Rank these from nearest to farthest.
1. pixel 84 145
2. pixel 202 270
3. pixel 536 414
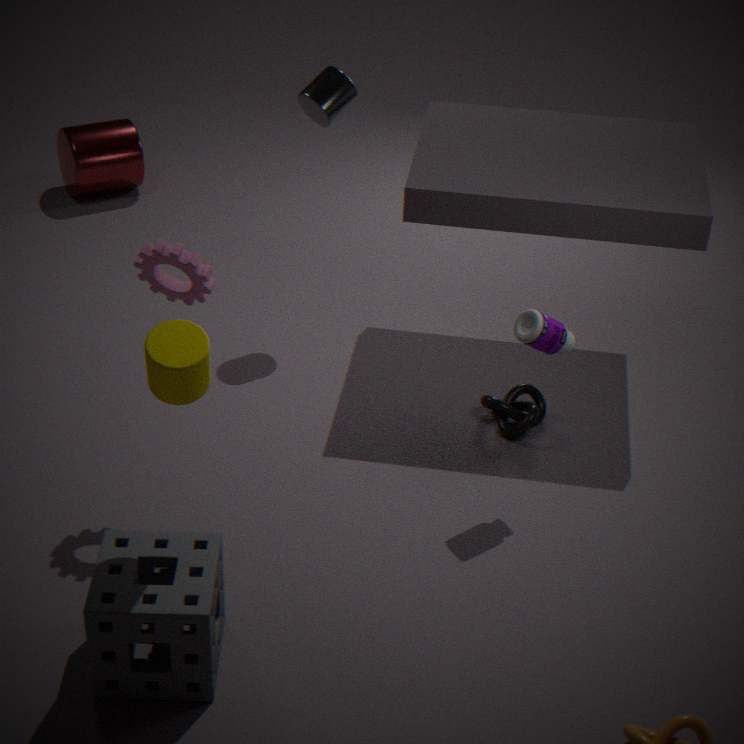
pixel 202 270, pixel 536 414, pixel 84 145
